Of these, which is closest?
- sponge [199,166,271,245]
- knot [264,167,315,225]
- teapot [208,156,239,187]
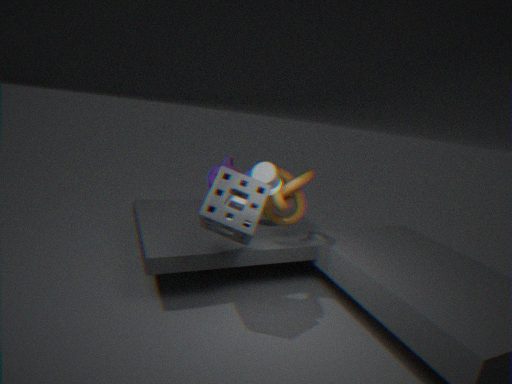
sponge [199,166,271,245]
